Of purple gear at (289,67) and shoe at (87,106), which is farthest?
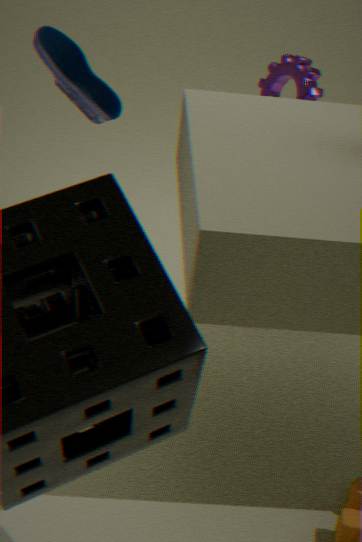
shoe at (87,106)
